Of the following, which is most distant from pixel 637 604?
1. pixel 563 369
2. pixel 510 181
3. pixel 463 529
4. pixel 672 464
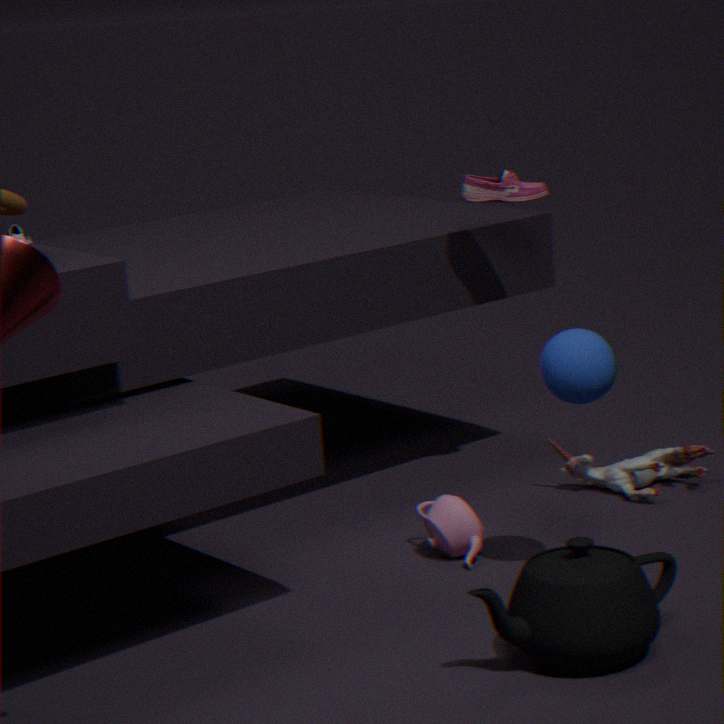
pixel 510 181
